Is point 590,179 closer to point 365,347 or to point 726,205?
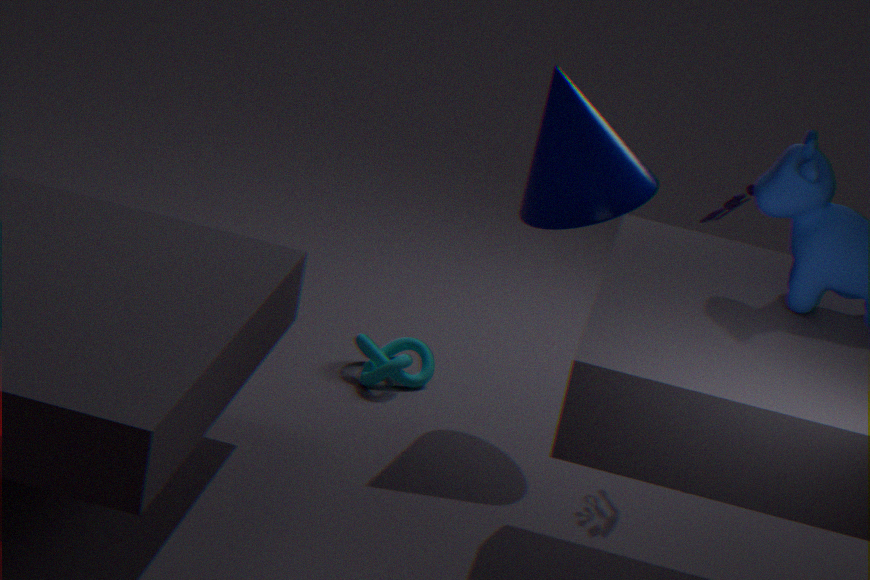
point 726,205
